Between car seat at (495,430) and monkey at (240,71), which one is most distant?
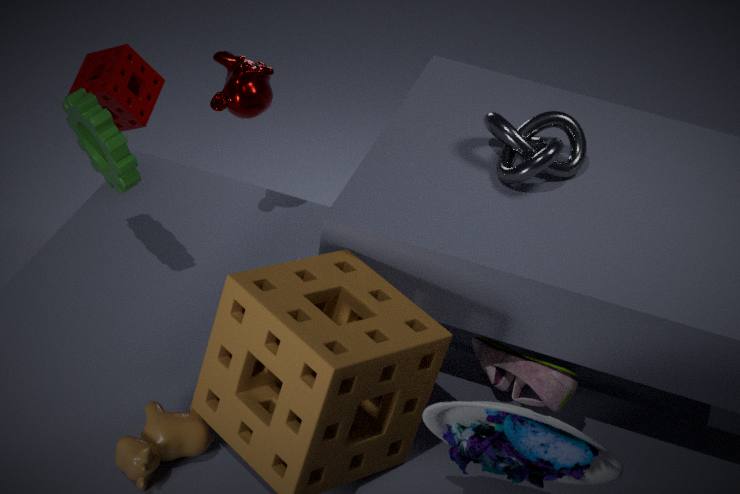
monkey at (240,71)
